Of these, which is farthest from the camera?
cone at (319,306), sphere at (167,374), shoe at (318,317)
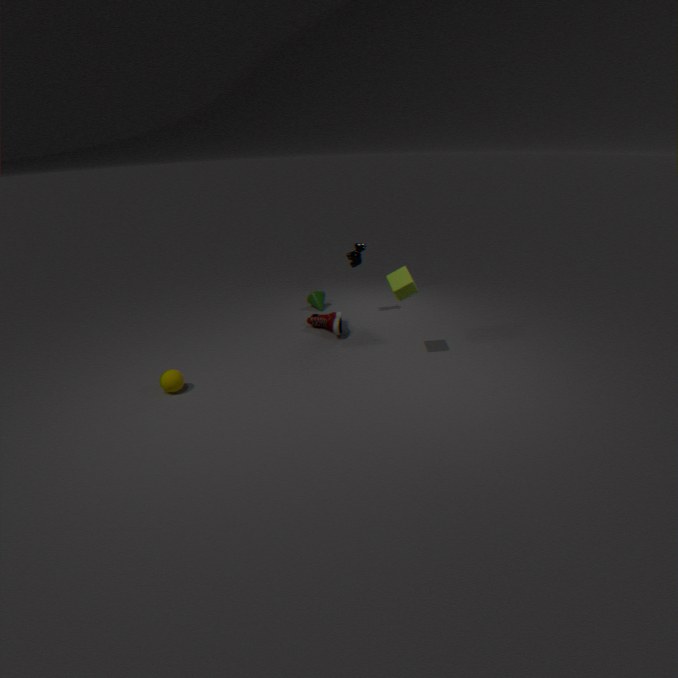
cone at (319,306)
